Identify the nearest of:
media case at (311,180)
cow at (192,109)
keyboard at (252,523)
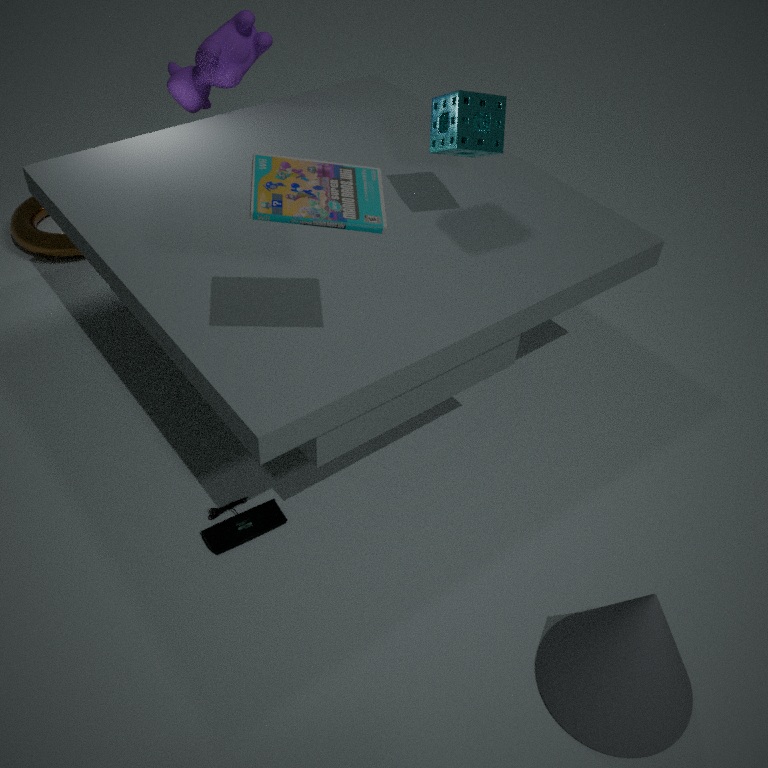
media case at (311,180)
